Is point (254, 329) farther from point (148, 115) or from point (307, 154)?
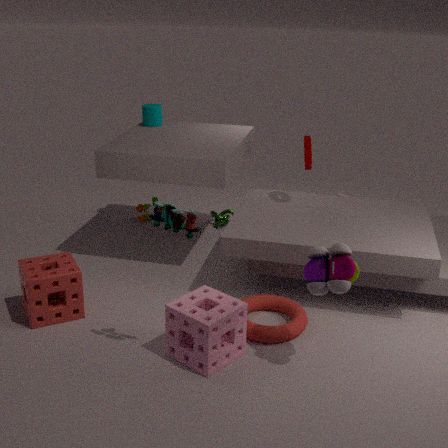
point (148, 115)
